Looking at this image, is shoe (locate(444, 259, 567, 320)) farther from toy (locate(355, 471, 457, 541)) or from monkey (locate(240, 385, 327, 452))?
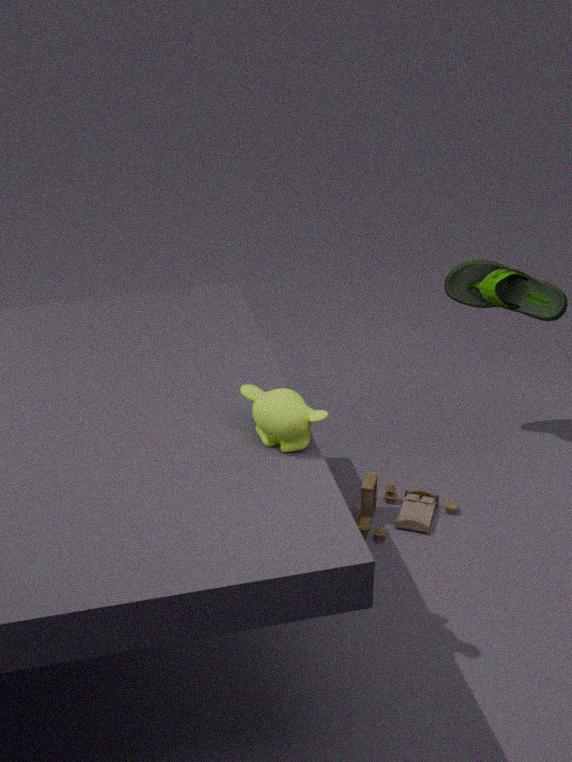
monkey (locate(240, 385, 327, 452))
